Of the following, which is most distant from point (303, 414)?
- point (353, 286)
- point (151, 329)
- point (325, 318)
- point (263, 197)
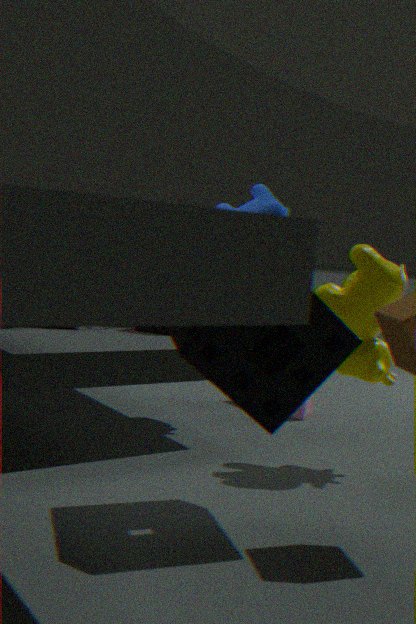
point (325, 318)
